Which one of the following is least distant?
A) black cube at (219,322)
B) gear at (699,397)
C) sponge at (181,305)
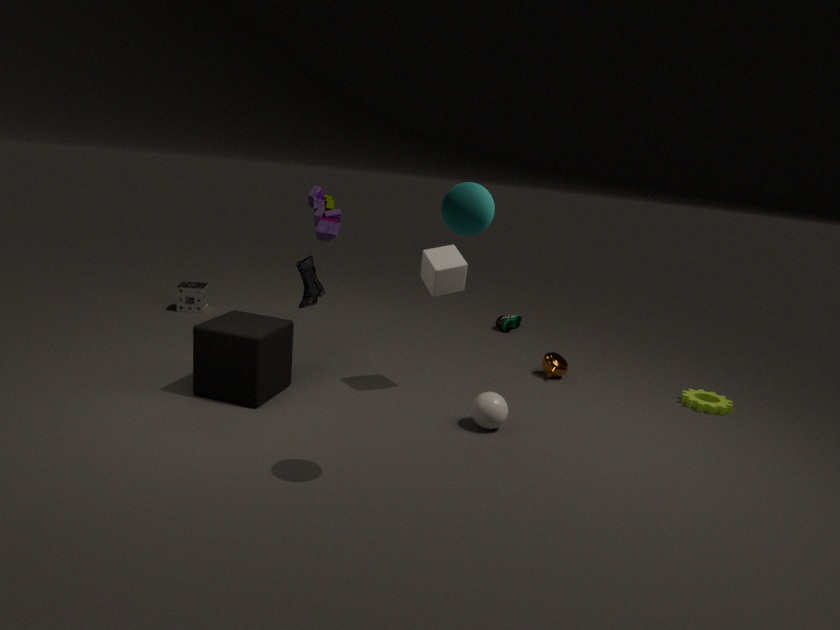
black cube at (219,322)
